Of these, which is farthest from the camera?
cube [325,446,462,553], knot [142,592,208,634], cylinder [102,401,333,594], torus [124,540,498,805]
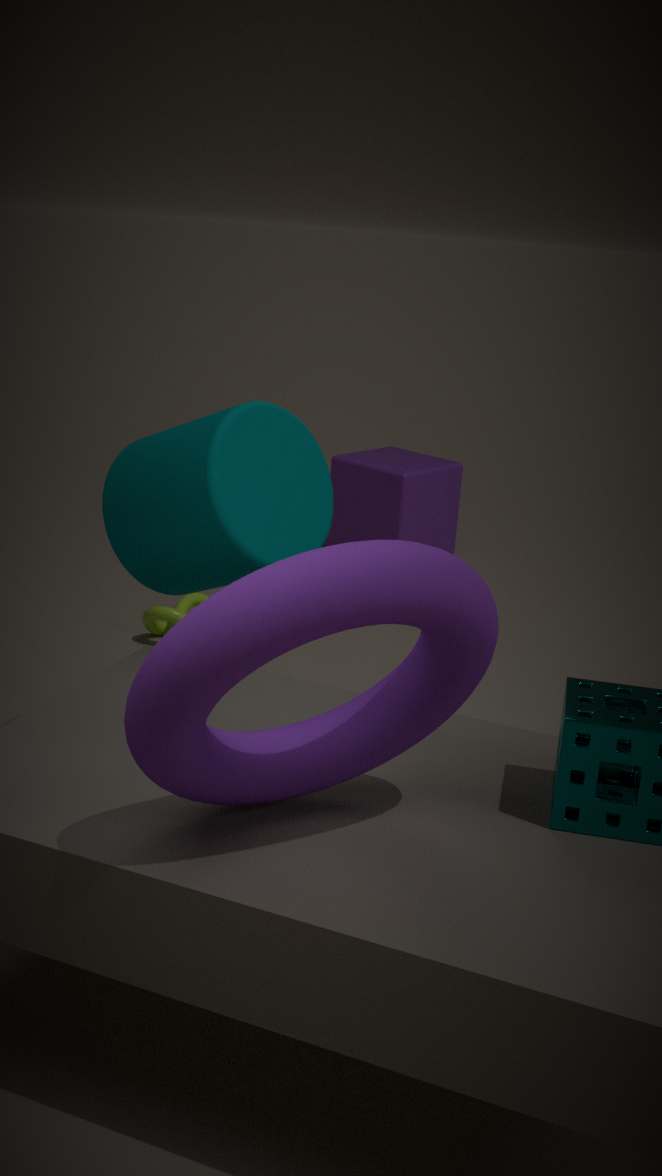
cube [325,446,462,553]
